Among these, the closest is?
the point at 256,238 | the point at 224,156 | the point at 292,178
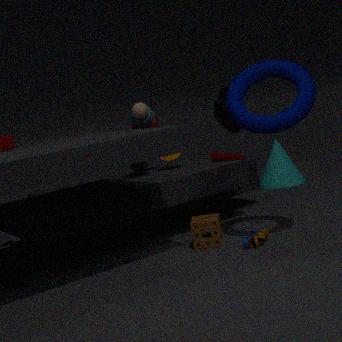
the point at 256,238
